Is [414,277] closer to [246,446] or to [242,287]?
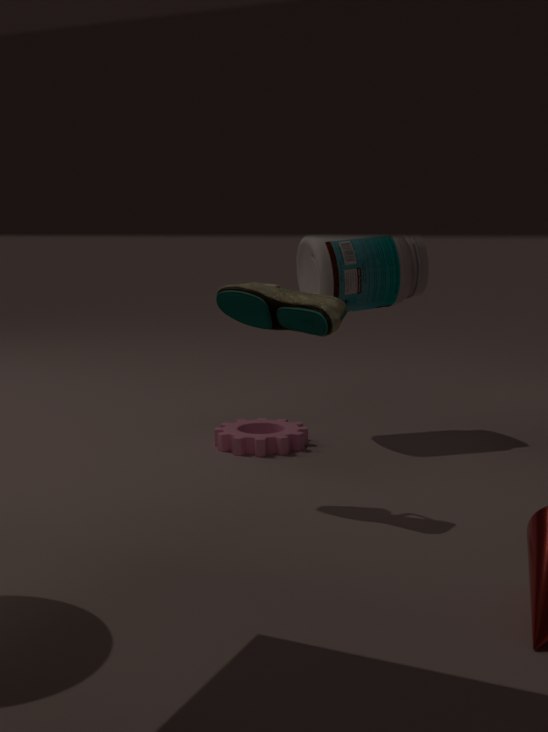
[246,446]
